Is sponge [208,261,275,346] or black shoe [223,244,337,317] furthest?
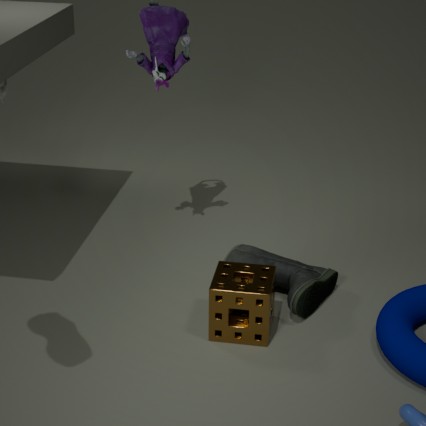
black shoe [223,244,337,317]
